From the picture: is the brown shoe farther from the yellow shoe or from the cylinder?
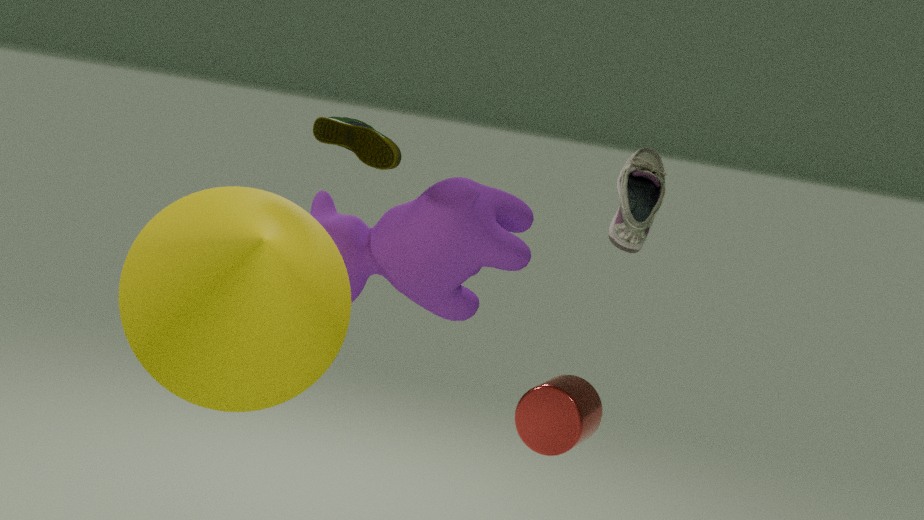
the yellow shoe
